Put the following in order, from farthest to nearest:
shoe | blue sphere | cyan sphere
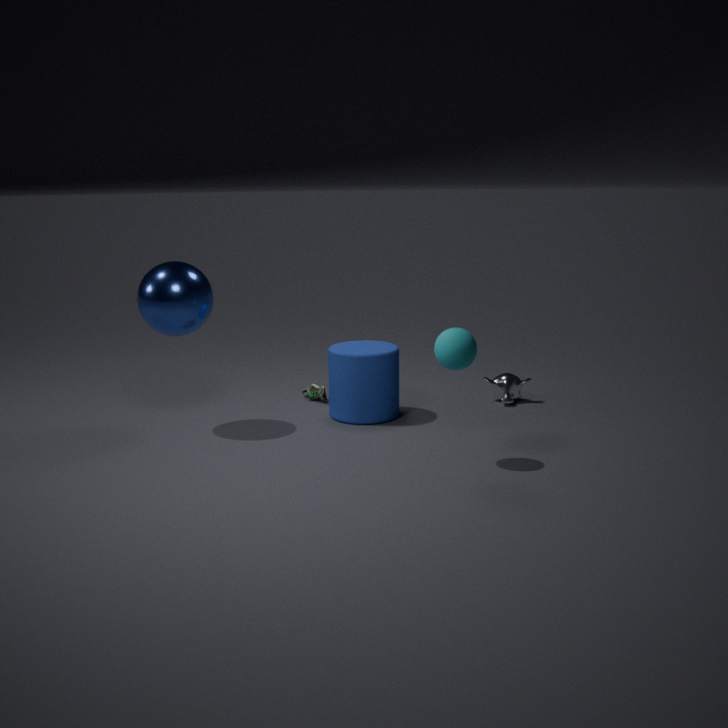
shoe
blue sphere
cyan sphere
